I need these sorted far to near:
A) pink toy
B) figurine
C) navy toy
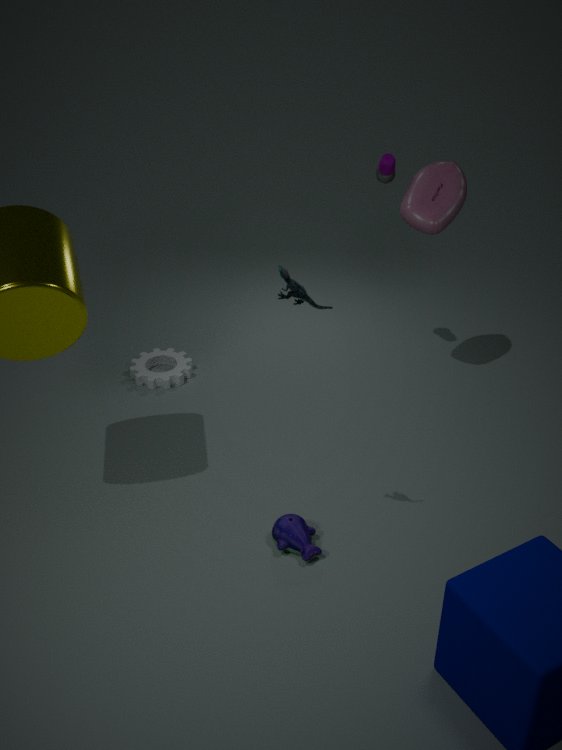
pink toy, navy toy, figurine
